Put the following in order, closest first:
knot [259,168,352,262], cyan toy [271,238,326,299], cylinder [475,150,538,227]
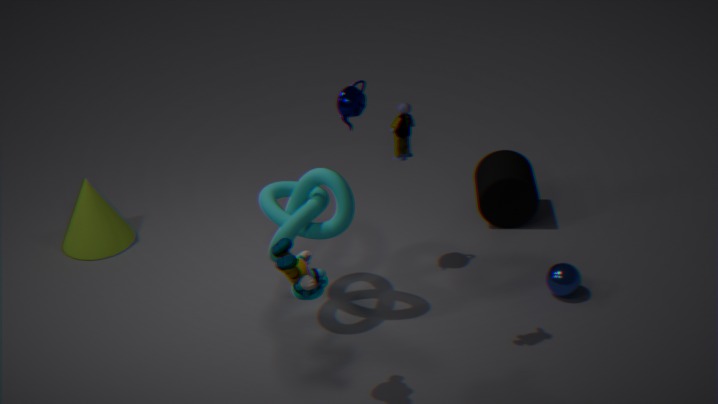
cyan toy [271,238,326,299], knot [259,168,352,262], cylinder [475,150,538,227]
